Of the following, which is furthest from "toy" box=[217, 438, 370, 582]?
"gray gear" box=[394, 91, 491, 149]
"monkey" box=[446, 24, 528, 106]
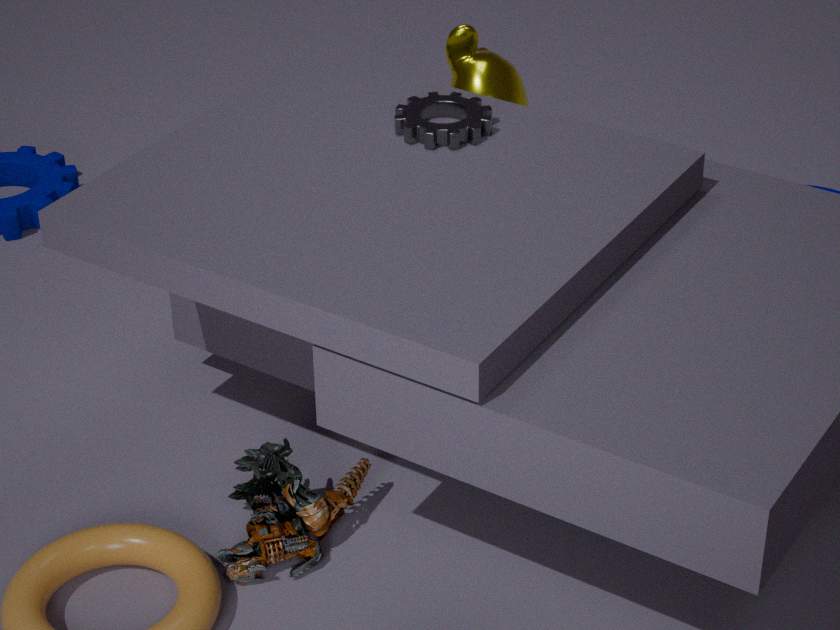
"monkey" box=[446, 24, 528, 106]
